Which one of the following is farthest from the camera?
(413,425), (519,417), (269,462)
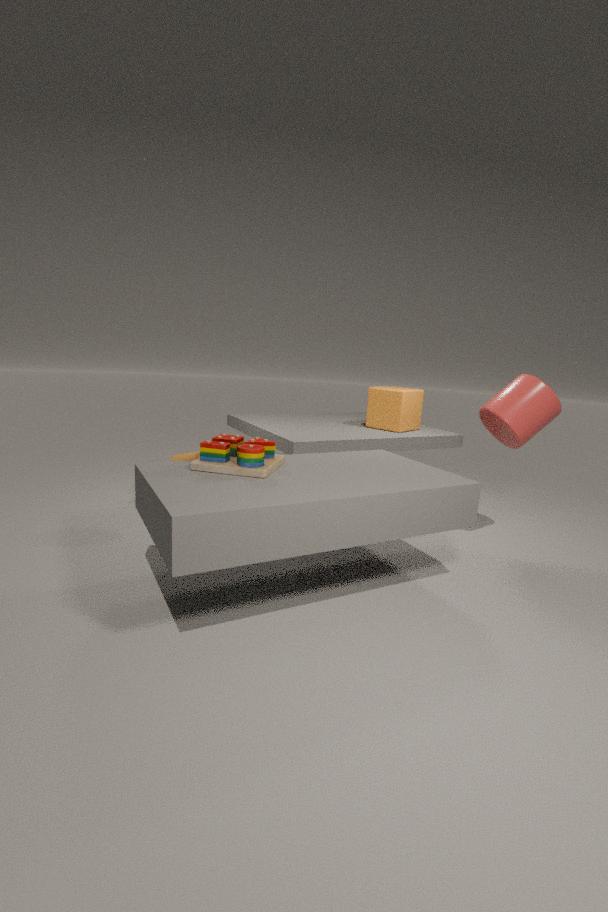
(413,425)
